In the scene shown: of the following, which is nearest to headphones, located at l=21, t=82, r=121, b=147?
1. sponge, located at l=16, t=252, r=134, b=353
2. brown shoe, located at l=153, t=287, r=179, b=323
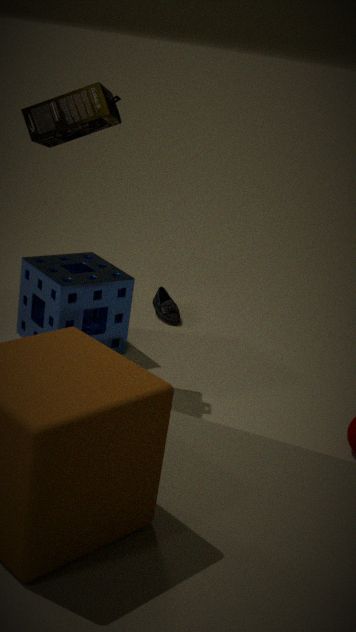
sponge, located at l=16, t=252, r=134, b=353
